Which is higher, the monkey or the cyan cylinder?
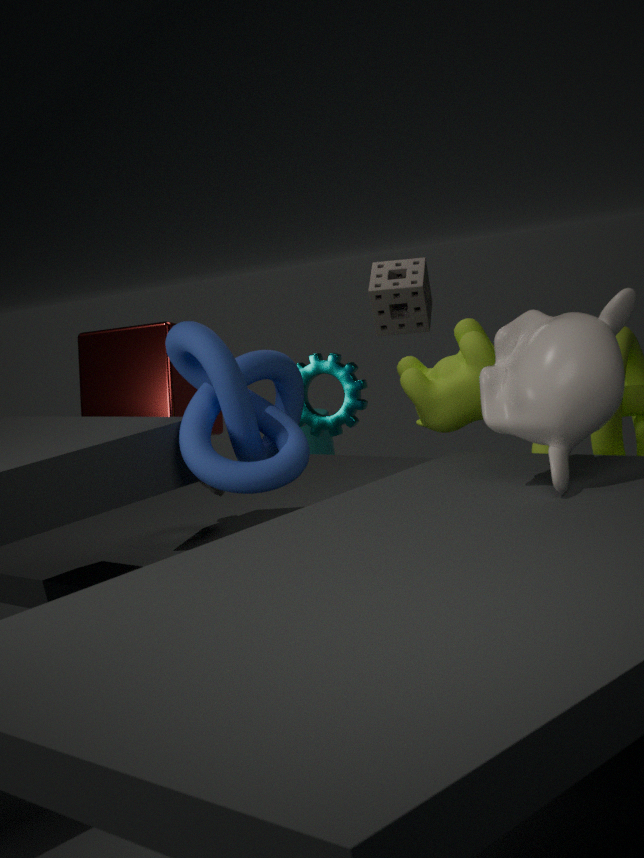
the monkey
